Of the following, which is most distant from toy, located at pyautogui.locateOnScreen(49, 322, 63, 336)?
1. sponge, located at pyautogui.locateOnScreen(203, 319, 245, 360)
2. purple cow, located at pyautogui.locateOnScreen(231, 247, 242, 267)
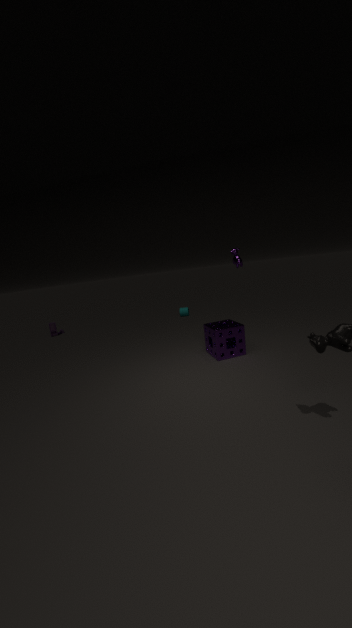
purple cow, located at pyautogui.locateOnScreen(231, 247, 242, 267)
